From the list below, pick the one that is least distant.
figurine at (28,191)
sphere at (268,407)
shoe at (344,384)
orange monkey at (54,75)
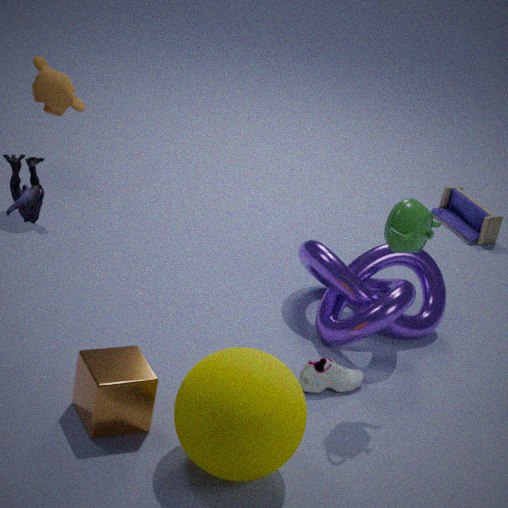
figurine at (28,191)
